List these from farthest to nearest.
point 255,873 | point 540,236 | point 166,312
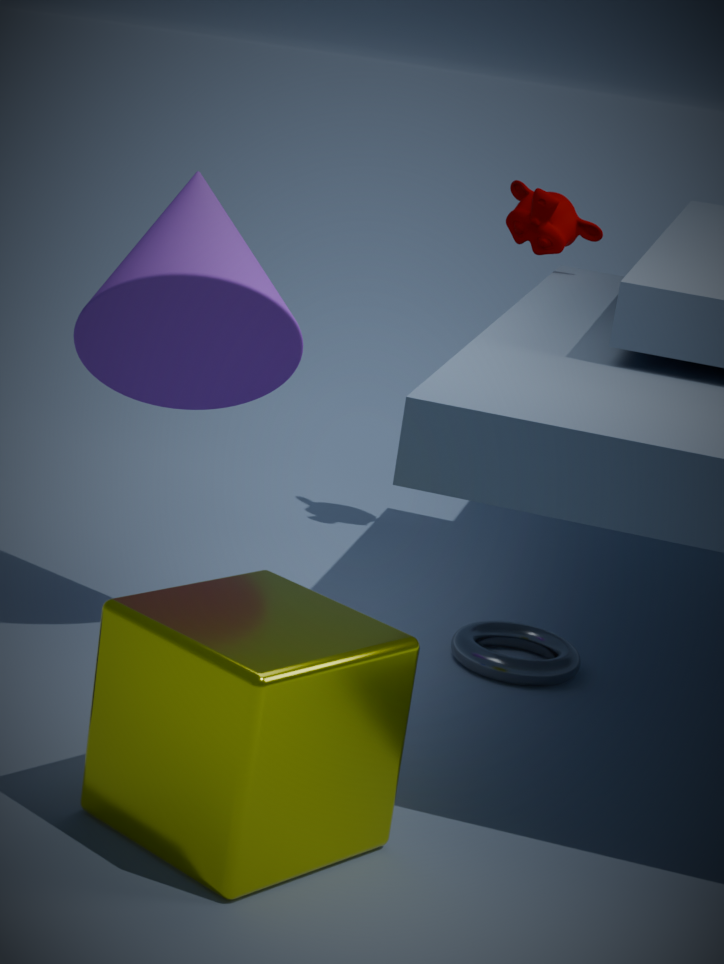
point 540,236
point 166,312
point 255,873
